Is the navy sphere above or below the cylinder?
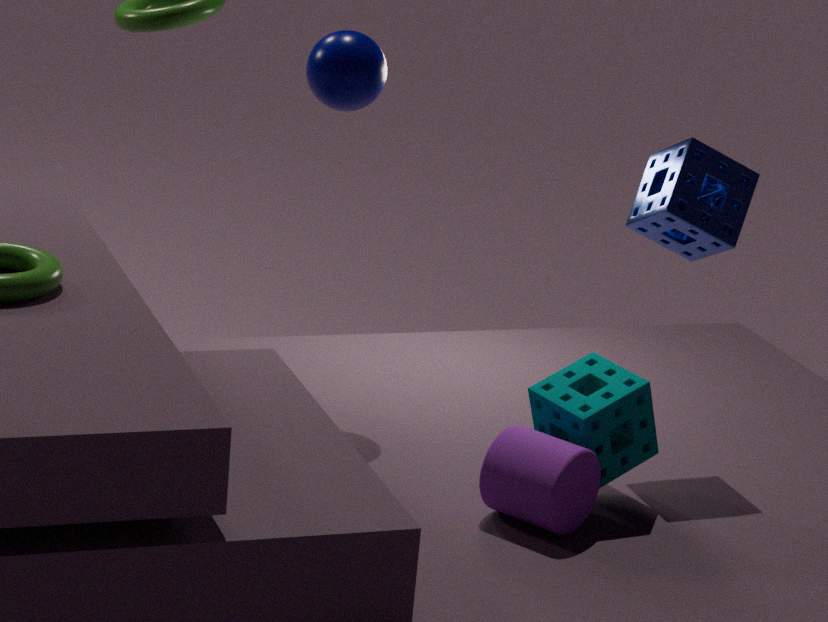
above
